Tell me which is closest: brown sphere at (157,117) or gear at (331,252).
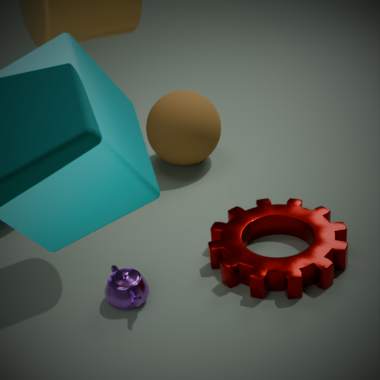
gear at (331,252)
